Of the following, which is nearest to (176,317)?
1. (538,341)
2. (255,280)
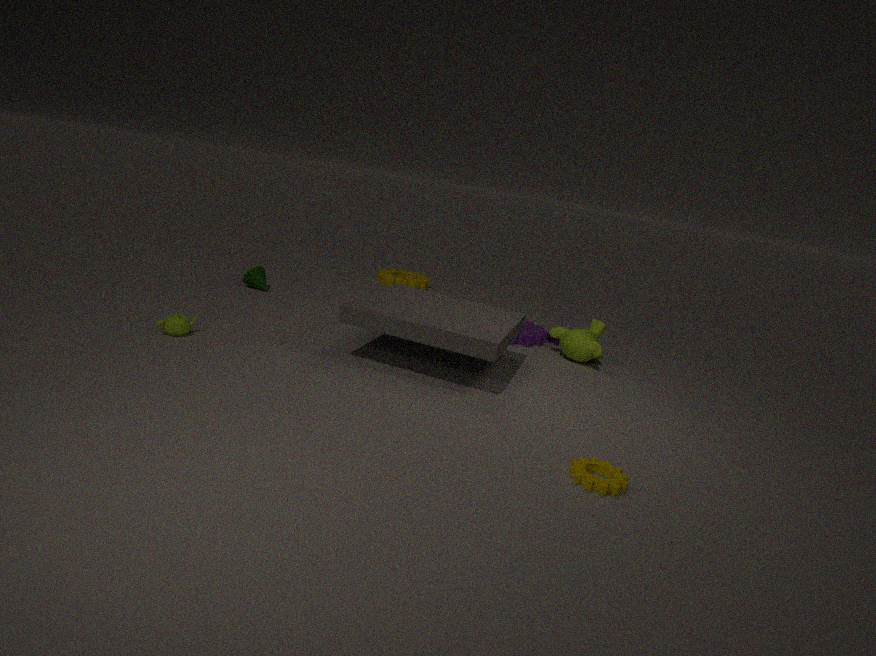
(255,280)
